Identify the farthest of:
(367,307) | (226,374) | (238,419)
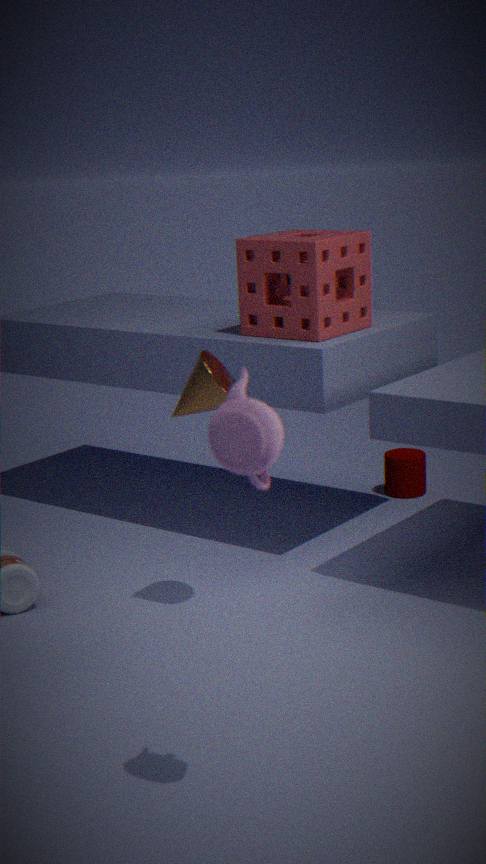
(367,307)
